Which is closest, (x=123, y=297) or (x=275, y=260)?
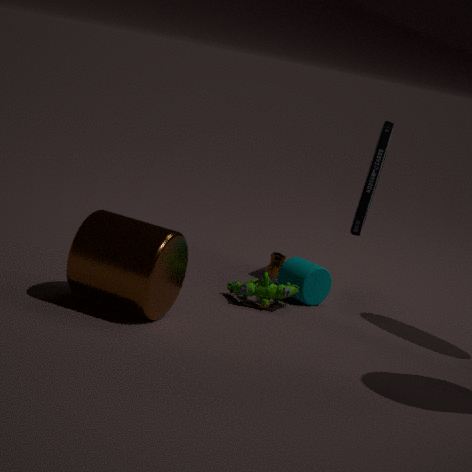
(x=123, y=297)
